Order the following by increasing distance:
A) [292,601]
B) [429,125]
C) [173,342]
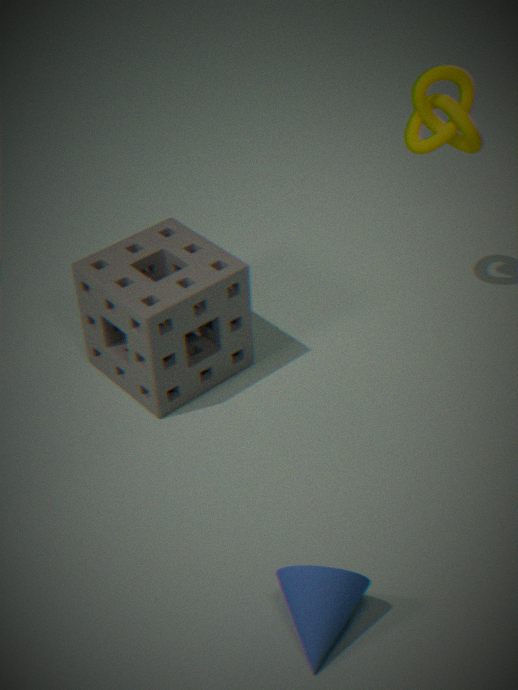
[292,601] < [173,342] < [429,125]
